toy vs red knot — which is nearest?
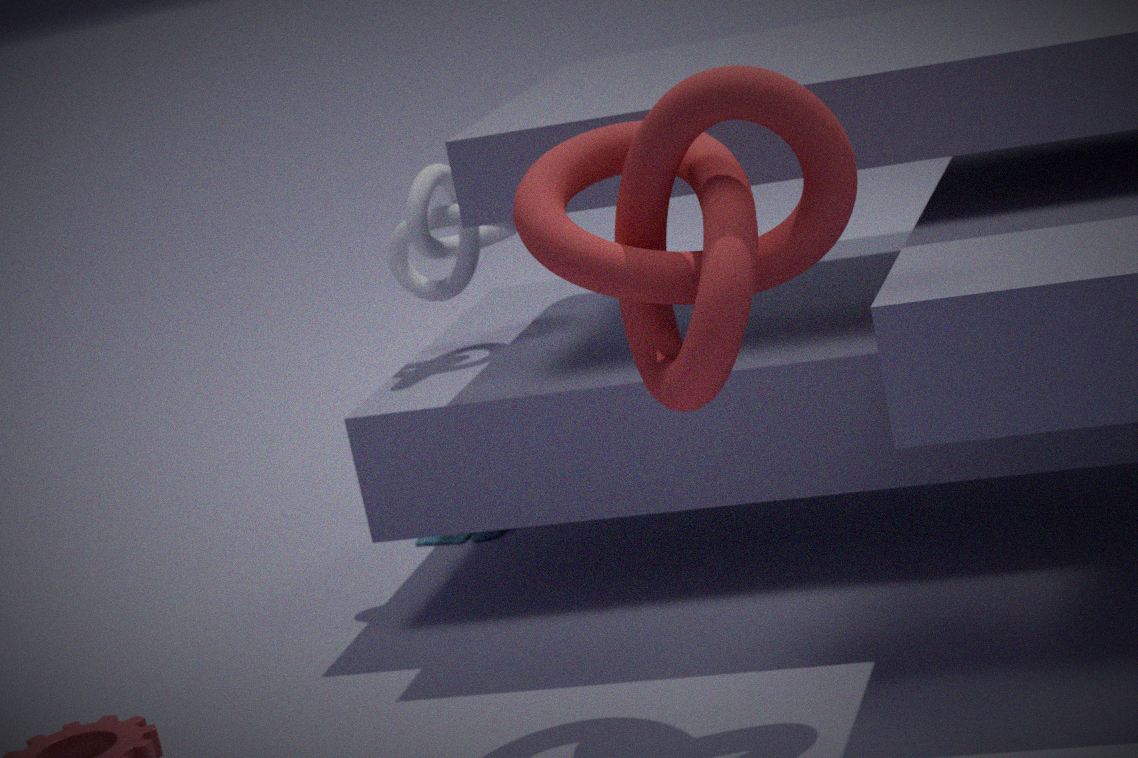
red knot
